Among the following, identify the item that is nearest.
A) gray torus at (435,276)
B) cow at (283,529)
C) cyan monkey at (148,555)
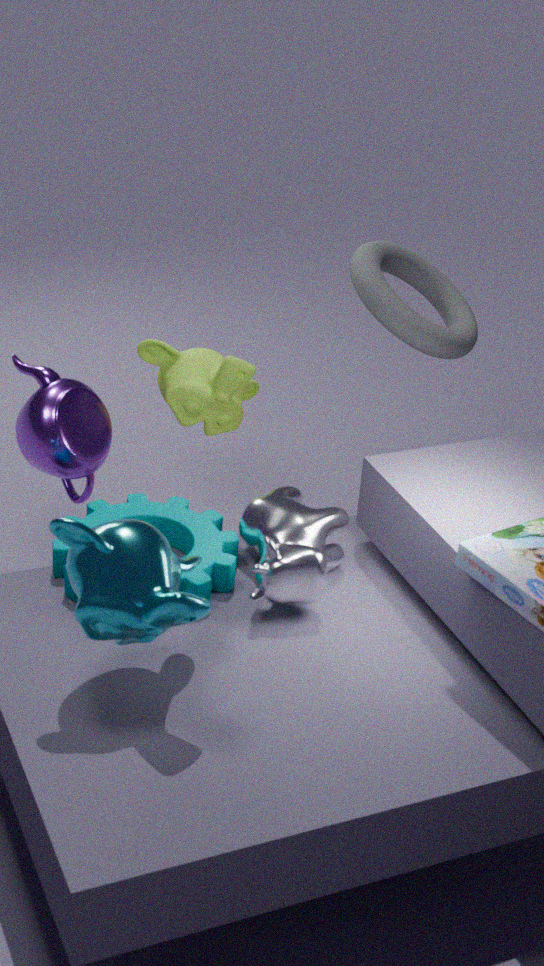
cyan monkey at (148,555)
